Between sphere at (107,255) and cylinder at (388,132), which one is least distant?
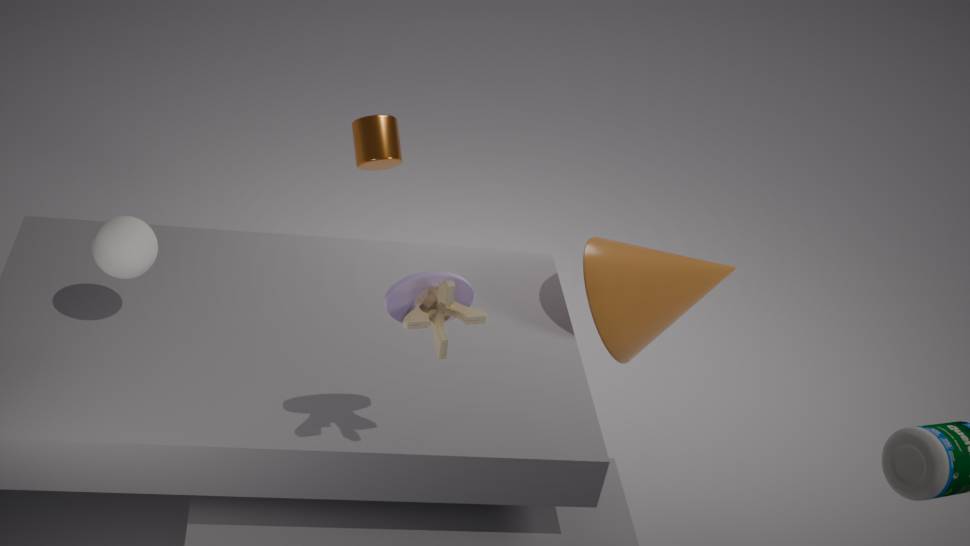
sphere at (107,255)
